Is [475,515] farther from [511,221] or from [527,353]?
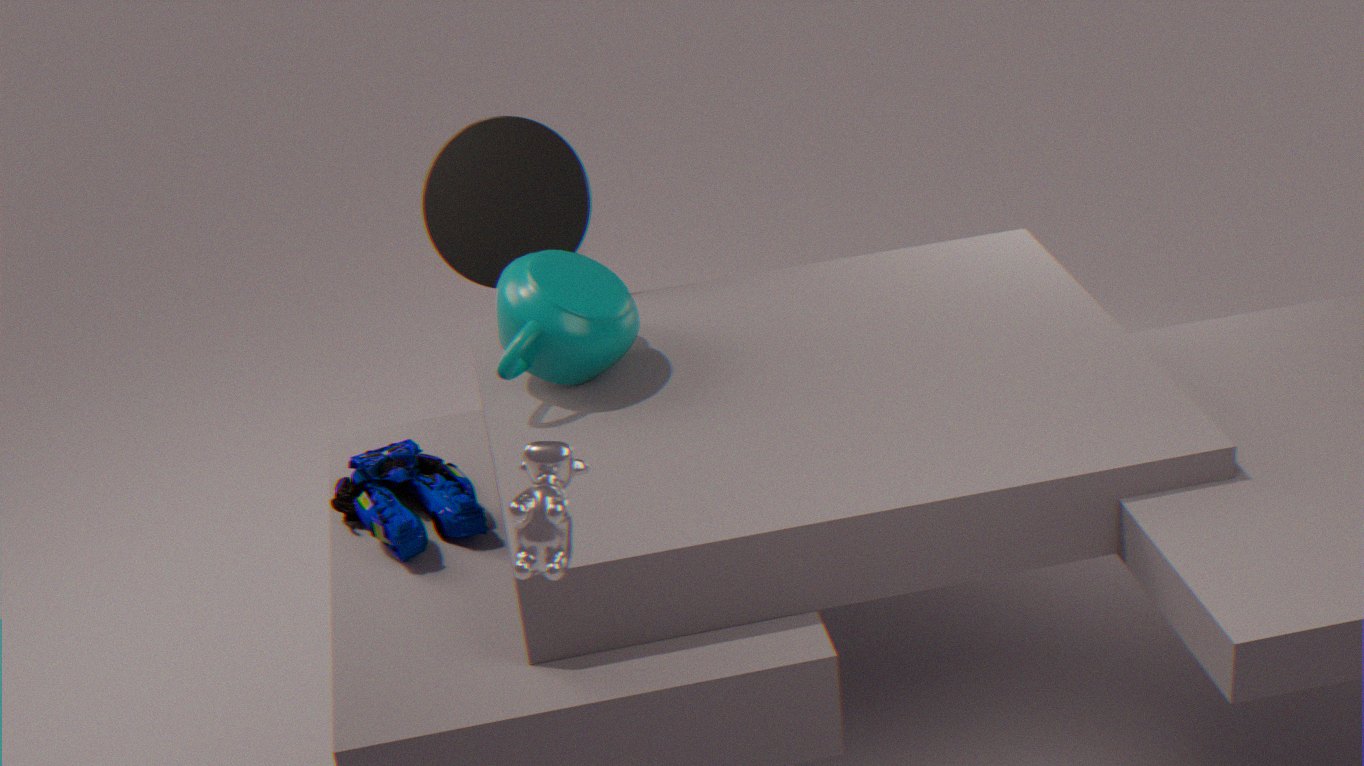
[511,221]
